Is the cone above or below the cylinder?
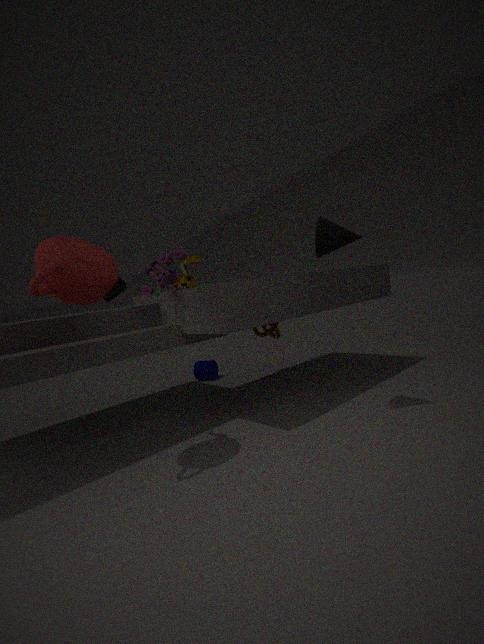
above
